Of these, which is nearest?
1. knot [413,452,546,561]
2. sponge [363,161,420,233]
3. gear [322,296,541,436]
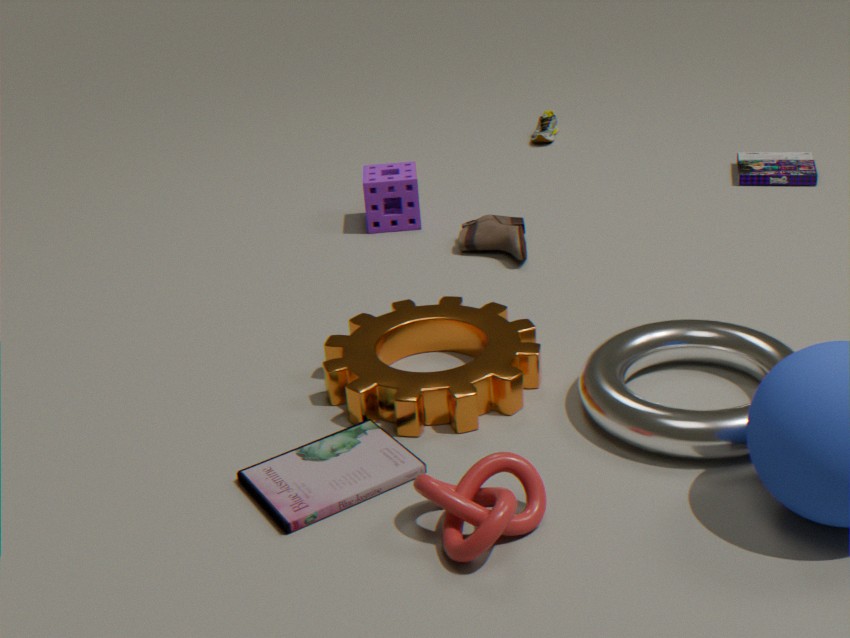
knot [413,452,546,561]
